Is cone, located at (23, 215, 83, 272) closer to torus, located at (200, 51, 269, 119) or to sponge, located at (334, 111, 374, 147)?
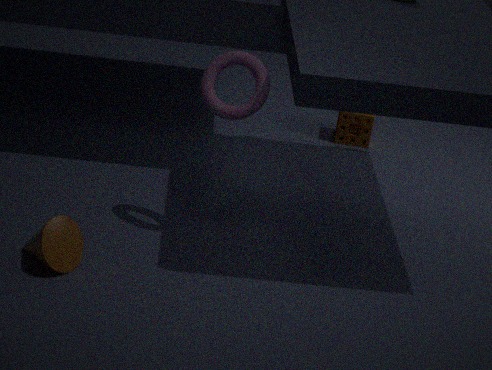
torus, located at (200, 51, 269, 119)
